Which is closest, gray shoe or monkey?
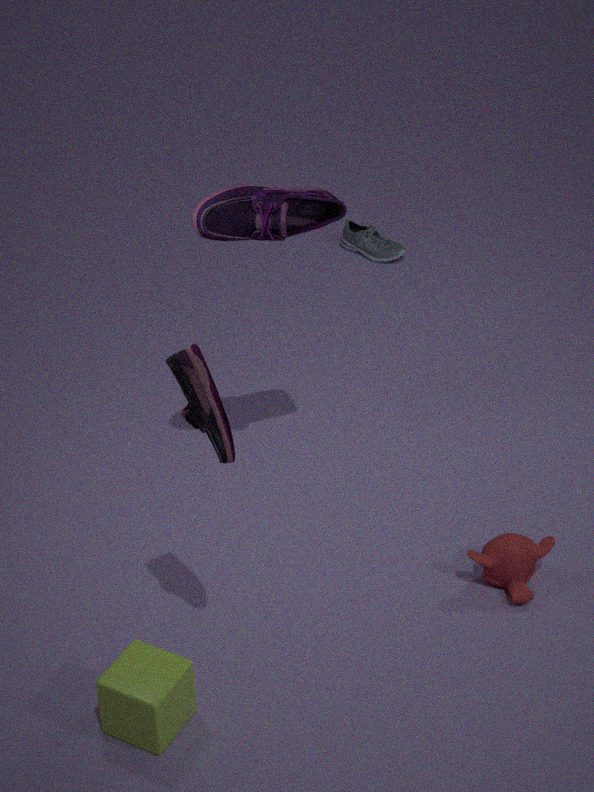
monkey
